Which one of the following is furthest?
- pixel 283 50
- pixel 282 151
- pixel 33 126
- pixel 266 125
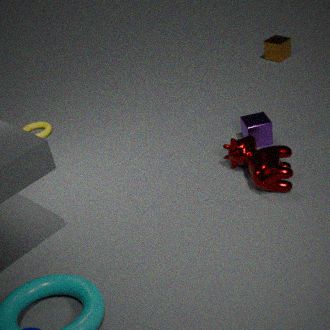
pixel 283 50
